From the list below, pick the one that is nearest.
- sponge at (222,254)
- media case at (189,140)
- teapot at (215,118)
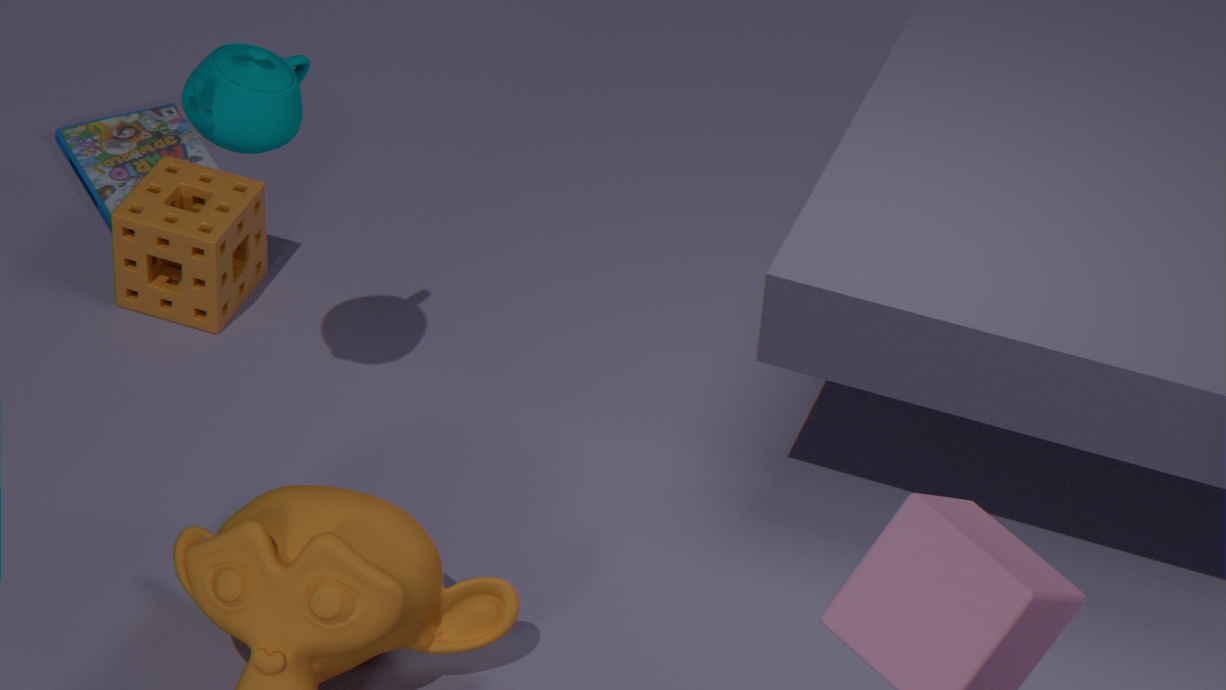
teapot at (215,118)
